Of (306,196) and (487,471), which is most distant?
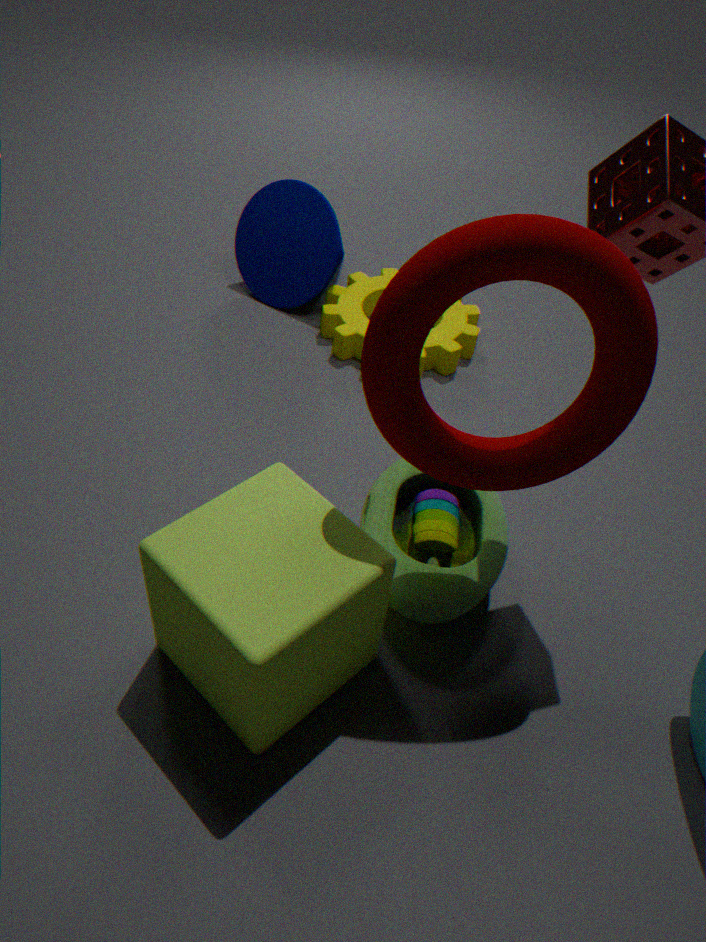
(306,196)
